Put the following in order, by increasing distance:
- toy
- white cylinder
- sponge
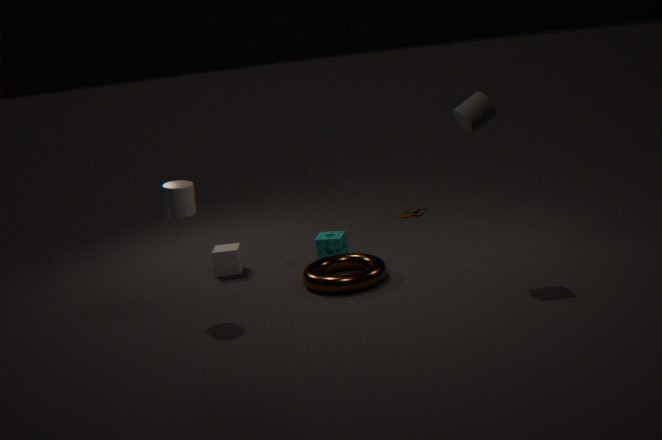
white cylinder < sponge < toy
